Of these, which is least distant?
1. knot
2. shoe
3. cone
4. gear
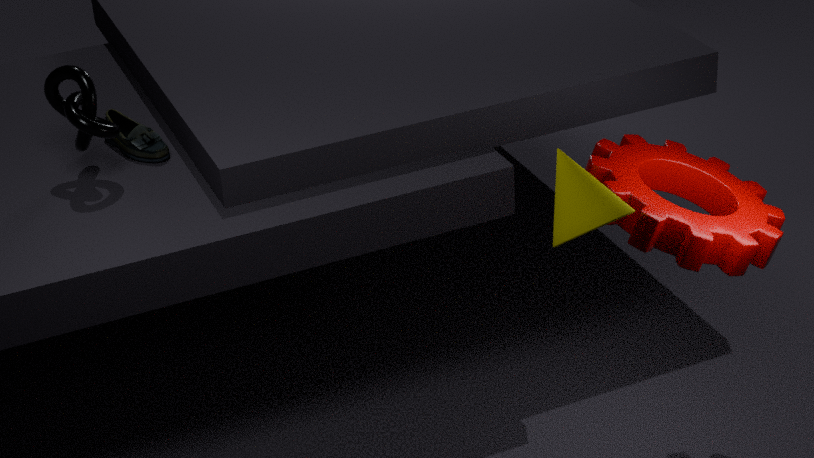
cone
